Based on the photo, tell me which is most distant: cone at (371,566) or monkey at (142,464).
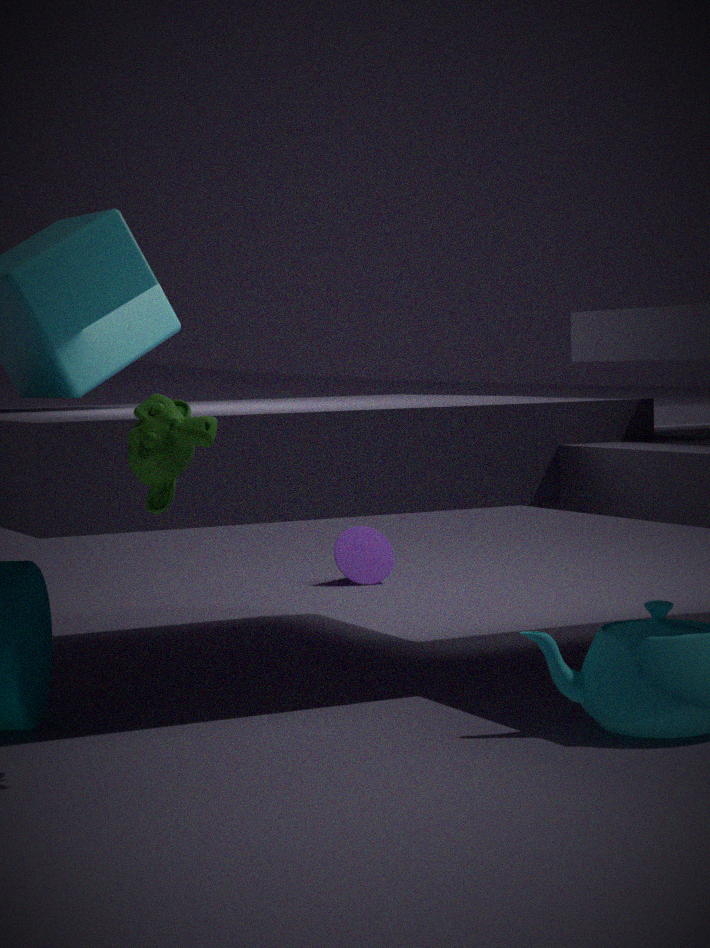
cone at (371,566)
